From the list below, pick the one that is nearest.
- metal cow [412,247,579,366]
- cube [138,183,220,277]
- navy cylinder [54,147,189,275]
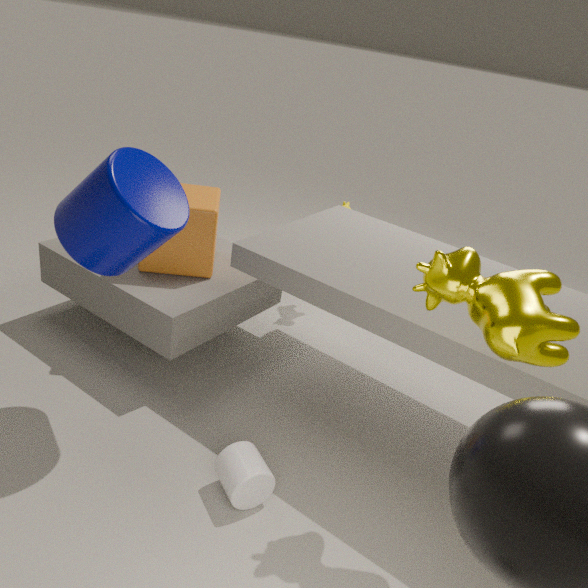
metal cow [412,247,579,366]
